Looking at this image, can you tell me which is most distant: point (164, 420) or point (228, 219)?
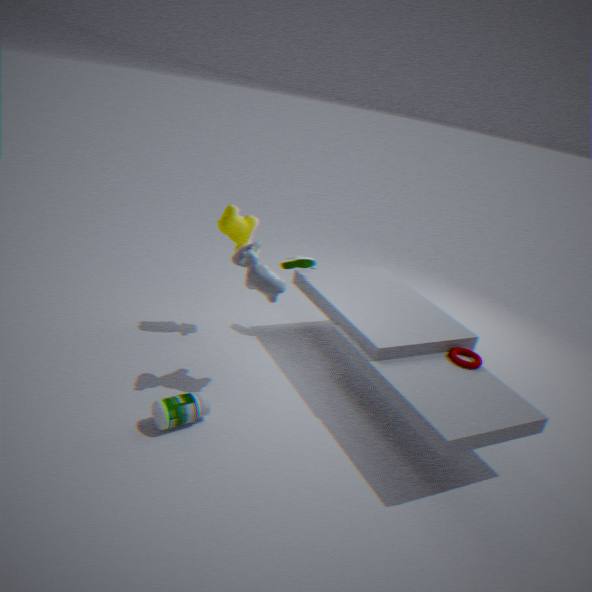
point (228, 219)
